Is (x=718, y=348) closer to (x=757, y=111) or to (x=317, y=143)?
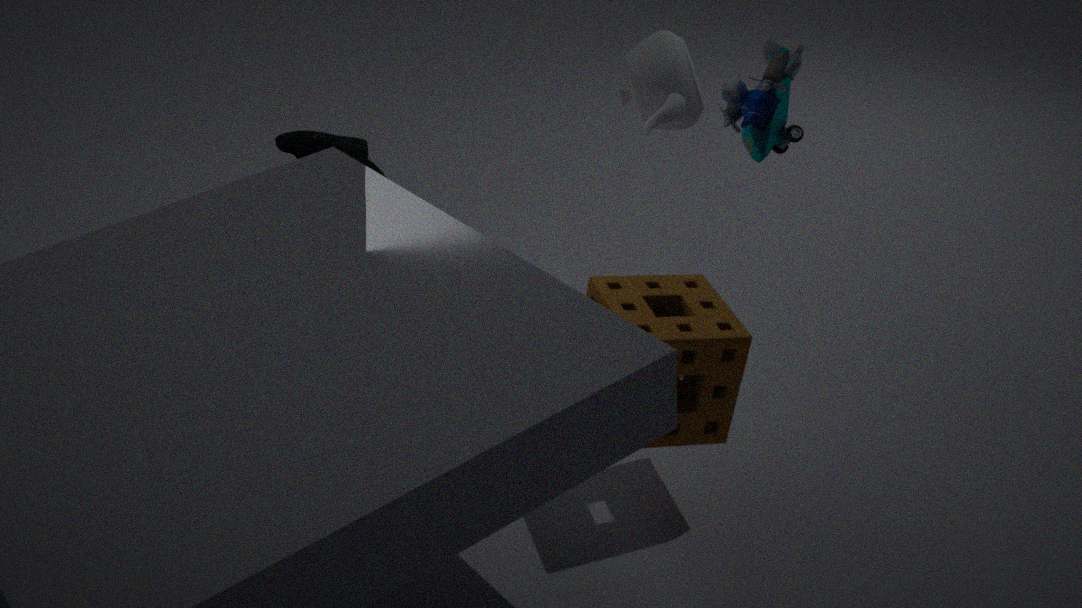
(x=757, y=111)
